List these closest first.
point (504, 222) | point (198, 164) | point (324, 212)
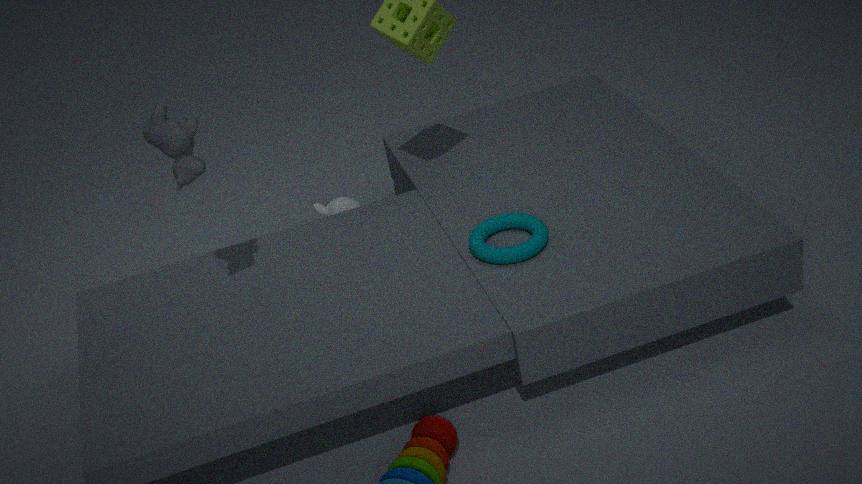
point (198, 164) < point (504, 222) < point (324, 212)
